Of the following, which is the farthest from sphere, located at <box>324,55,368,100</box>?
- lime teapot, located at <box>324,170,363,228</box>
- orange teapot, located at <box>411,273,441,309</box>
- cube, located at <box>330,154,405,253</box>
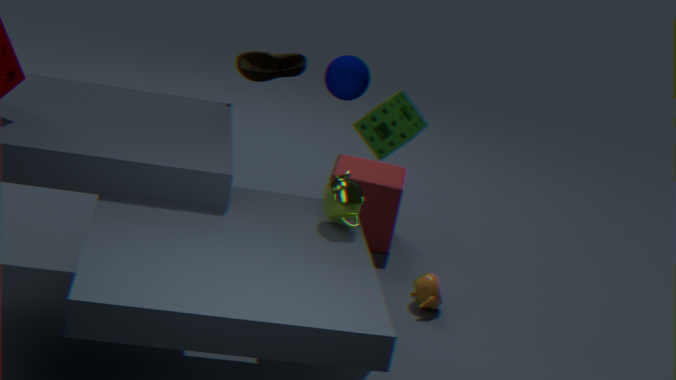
orange teapot, located at <box>411,273,441,309</box>
